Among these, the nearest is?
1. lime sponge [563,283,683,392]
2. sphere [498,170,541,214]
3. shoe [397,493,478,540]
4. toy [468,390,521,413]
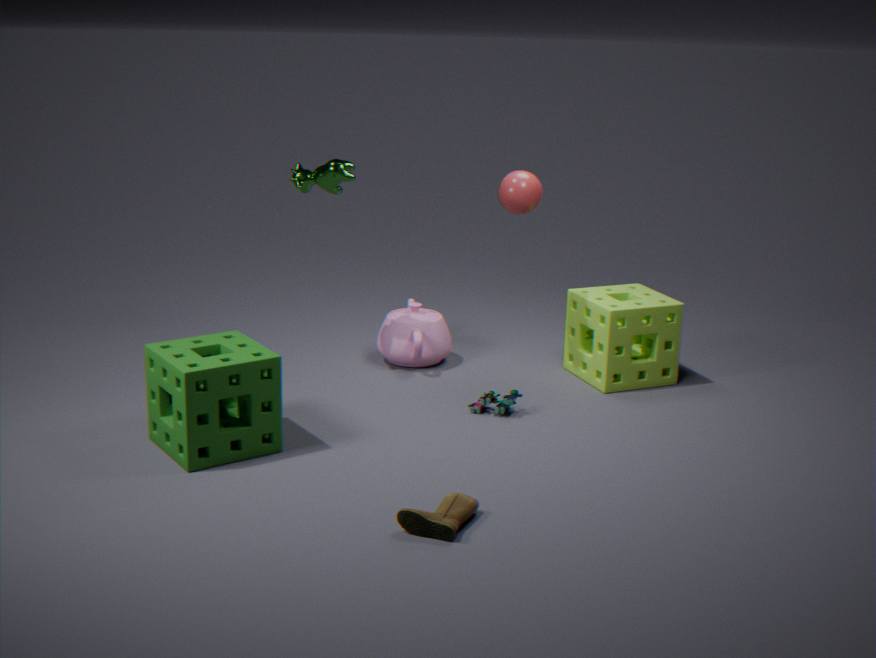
shoe [397,493,478,540]
